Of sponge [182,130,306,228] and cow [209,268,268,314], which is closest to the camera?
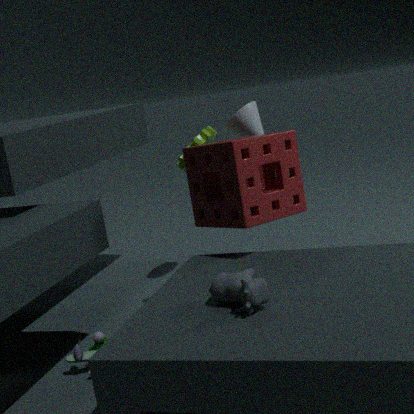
cow [209,268,268,314]
